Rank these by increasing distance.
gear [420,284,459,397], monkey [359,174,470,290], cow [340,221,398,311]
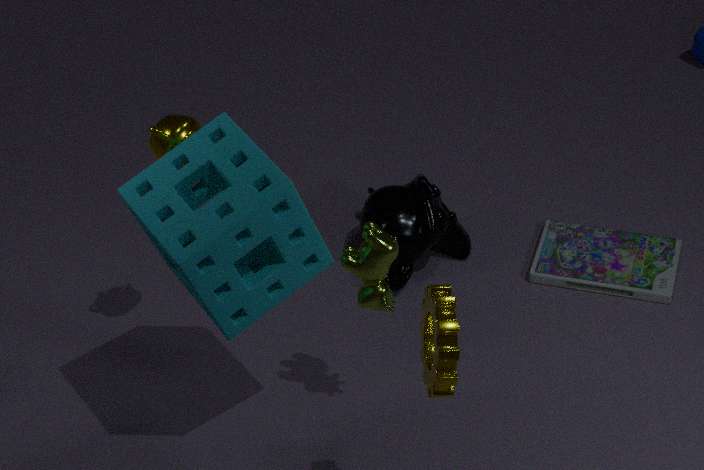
gear [420,284,459,397] → cow [340,221,398,311] → monkey [359,174,470,290]
